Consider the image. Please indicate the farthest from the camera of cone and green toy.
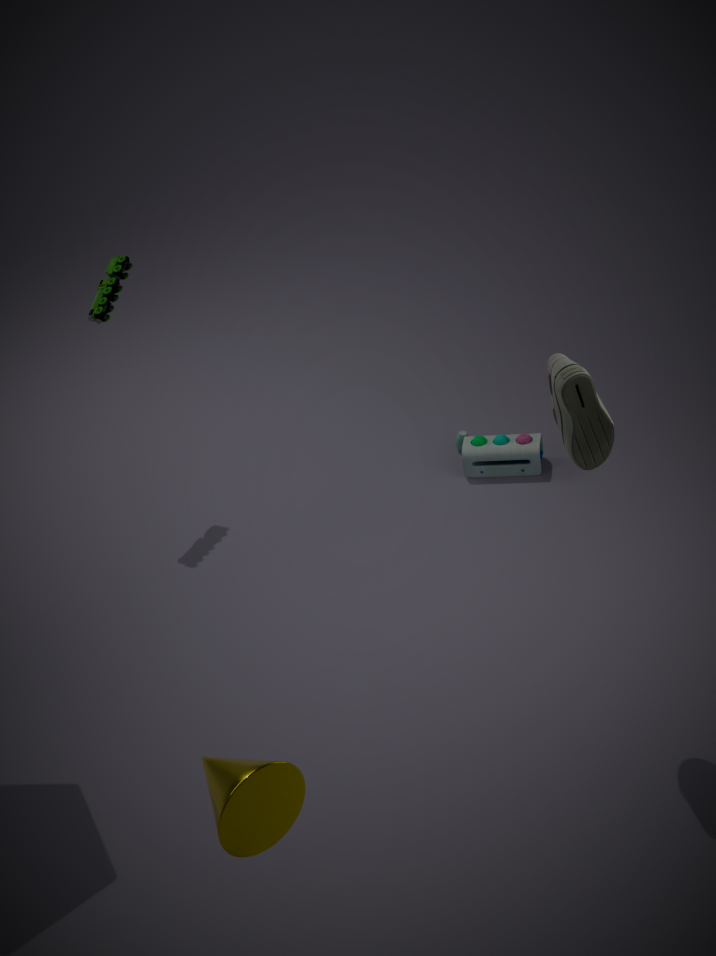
green toy
